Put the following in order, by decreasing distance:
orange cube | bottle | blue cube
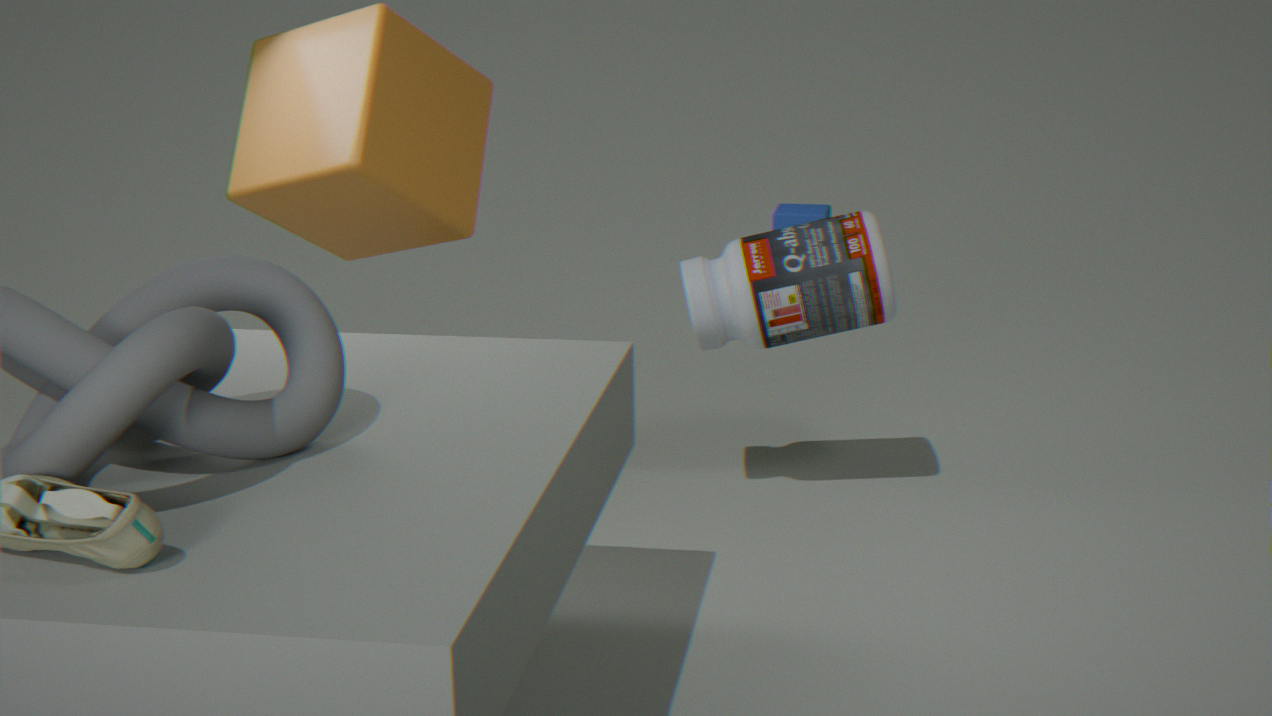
blue cube, bottle, orange cube
